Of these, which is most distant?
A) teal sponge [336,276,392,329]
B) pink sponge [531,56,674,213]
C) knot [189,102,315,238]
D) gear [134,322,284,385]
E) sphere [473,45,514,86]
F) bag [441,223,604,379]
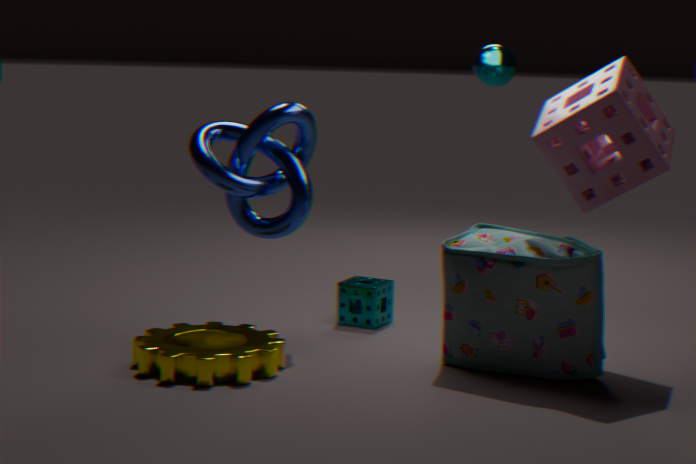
sphere [473,45,514,86]
